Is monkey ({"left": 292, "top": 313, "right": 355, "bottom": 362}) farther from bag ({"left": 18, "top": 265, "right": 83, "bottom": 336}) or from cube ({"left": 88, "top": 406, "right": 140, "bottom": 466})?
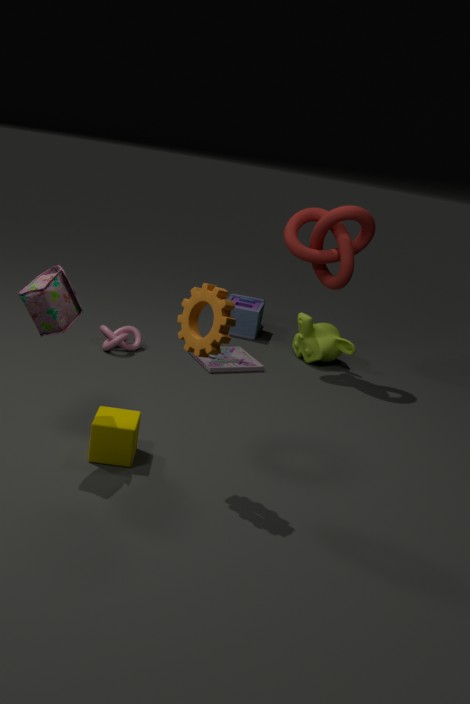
bag ({"left": 18, "top": 265, "right": 83, "bottom": 336})
